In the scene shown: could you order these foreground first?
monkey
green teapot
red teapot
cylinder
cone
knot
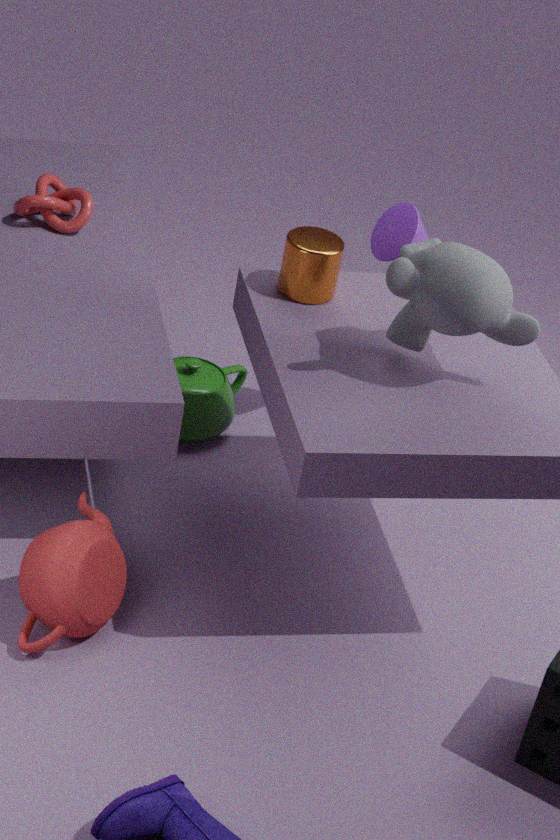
monkey < red teapot < cylinder < cone < knot < green teapot
